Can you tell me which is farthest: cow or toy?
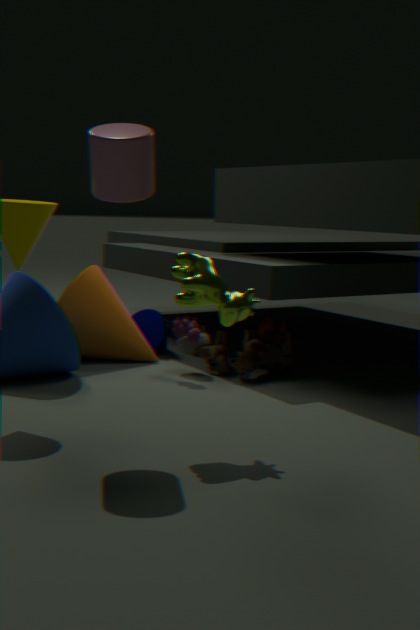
toy
